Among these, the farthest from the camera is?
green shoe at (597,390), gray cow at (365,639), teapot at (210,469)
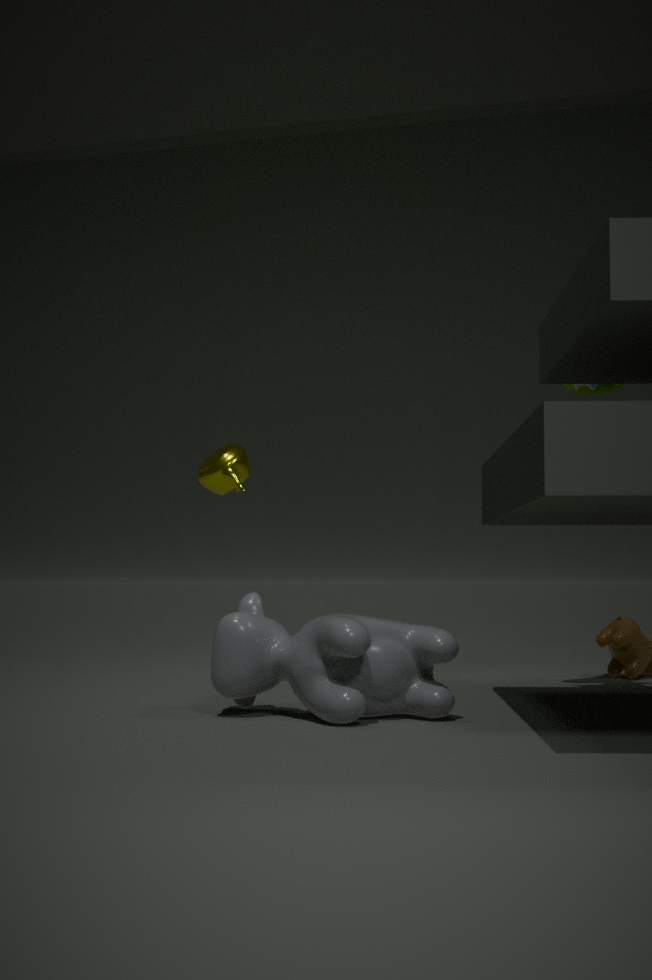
teapot at (210,469)
